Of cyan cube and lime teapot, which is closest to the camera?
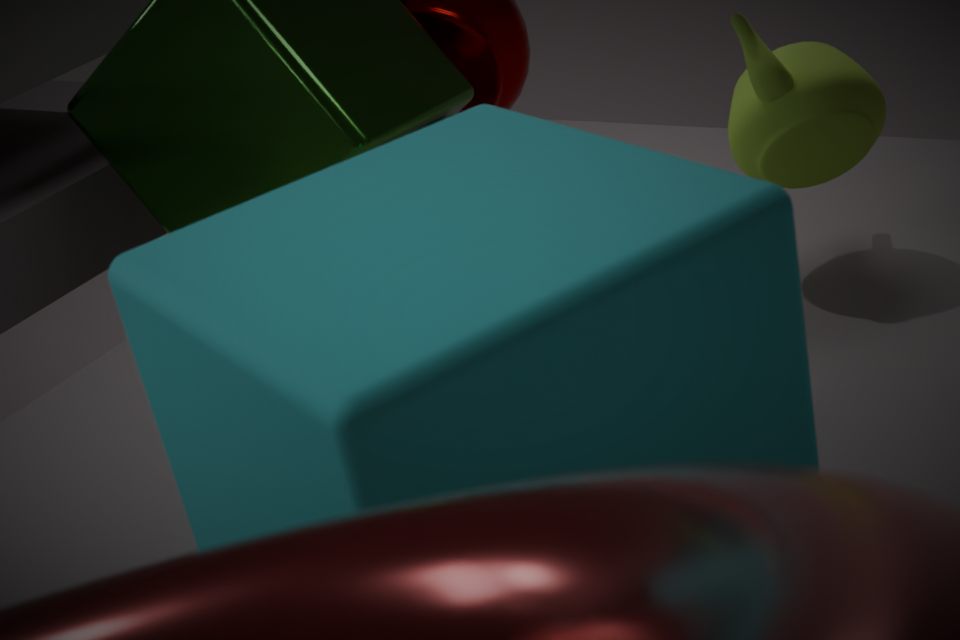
cyan cube
